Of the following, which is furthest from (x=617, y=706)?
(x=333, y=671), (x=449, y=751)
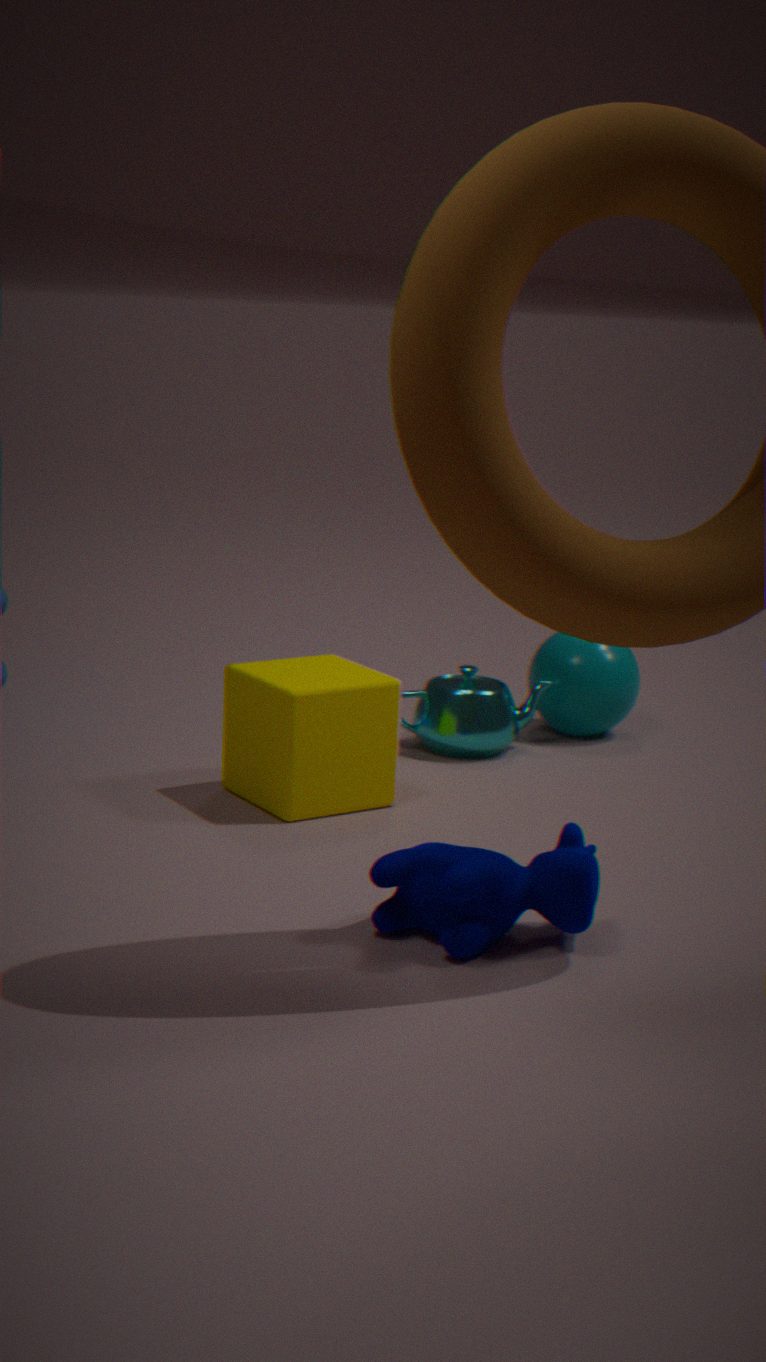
(x=333, y=671)
